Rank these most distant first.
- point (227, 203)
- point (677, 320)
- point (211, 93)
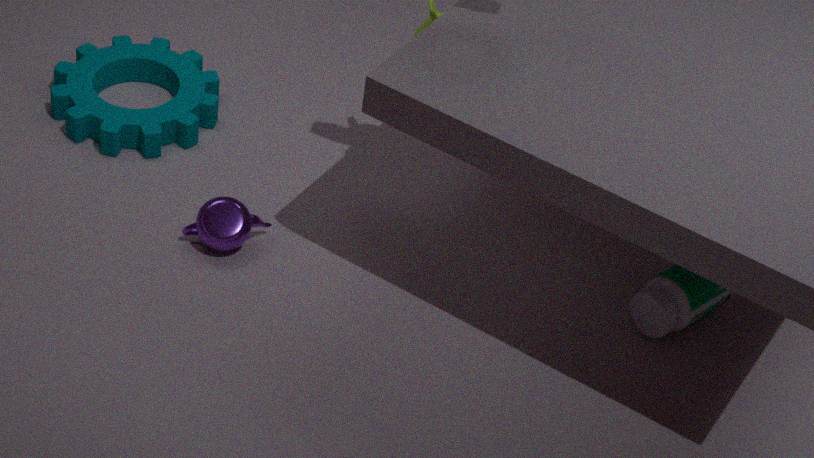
point (211, 93), point (227, 203), point (677, 320)
